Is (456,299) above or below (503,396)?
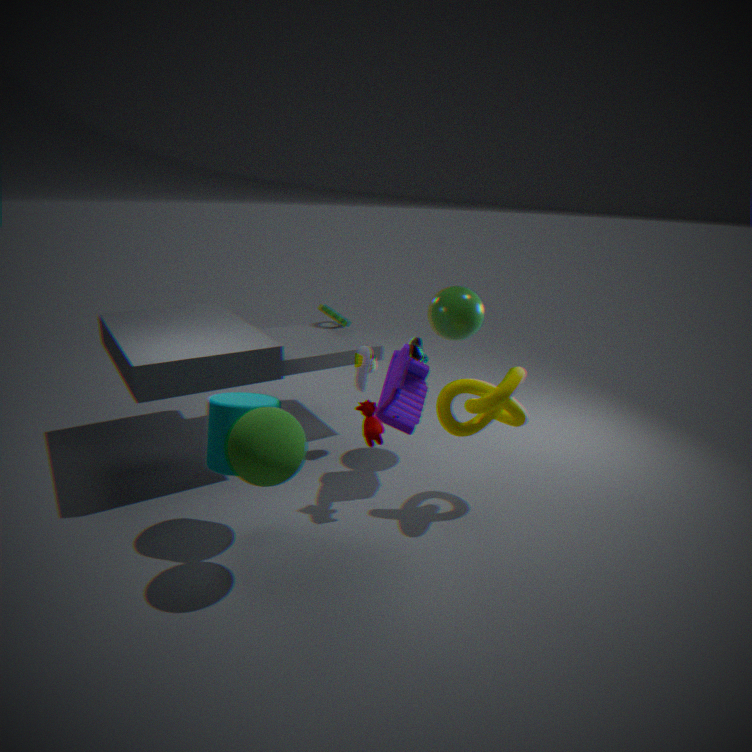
above
